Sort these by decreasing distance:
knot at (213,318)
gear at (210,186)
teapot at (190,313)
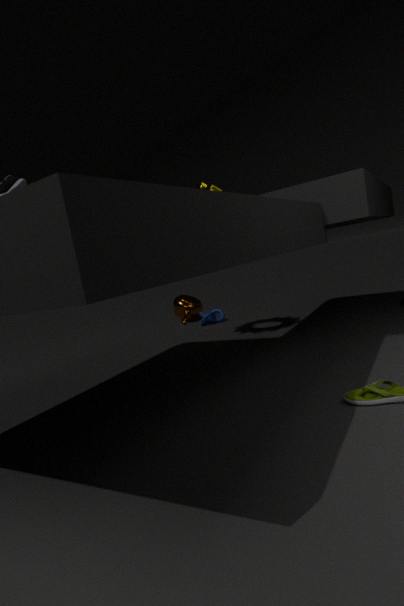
1. teapot at (190,313)
2. knot at (213,318)
3. gear at (210,186)
